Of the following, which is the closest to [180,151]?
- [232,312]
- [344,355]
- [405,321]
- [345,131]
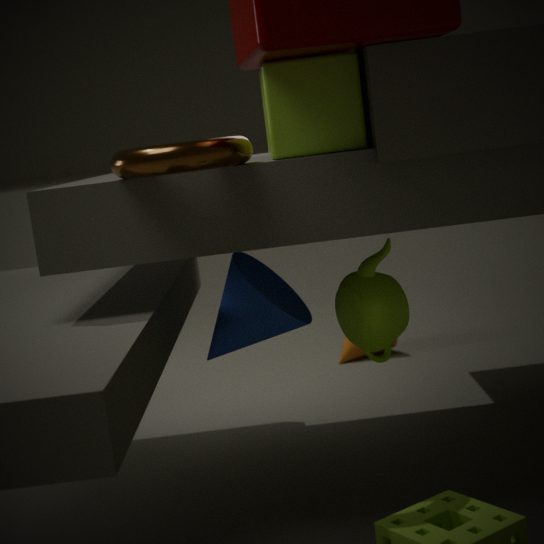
[345,131]
